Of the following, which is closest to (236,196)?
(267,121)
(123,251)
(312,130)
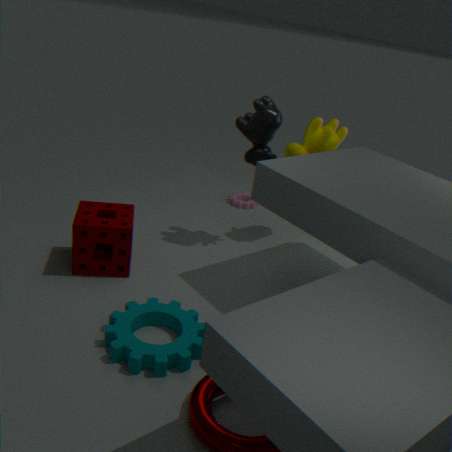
(312,130)
